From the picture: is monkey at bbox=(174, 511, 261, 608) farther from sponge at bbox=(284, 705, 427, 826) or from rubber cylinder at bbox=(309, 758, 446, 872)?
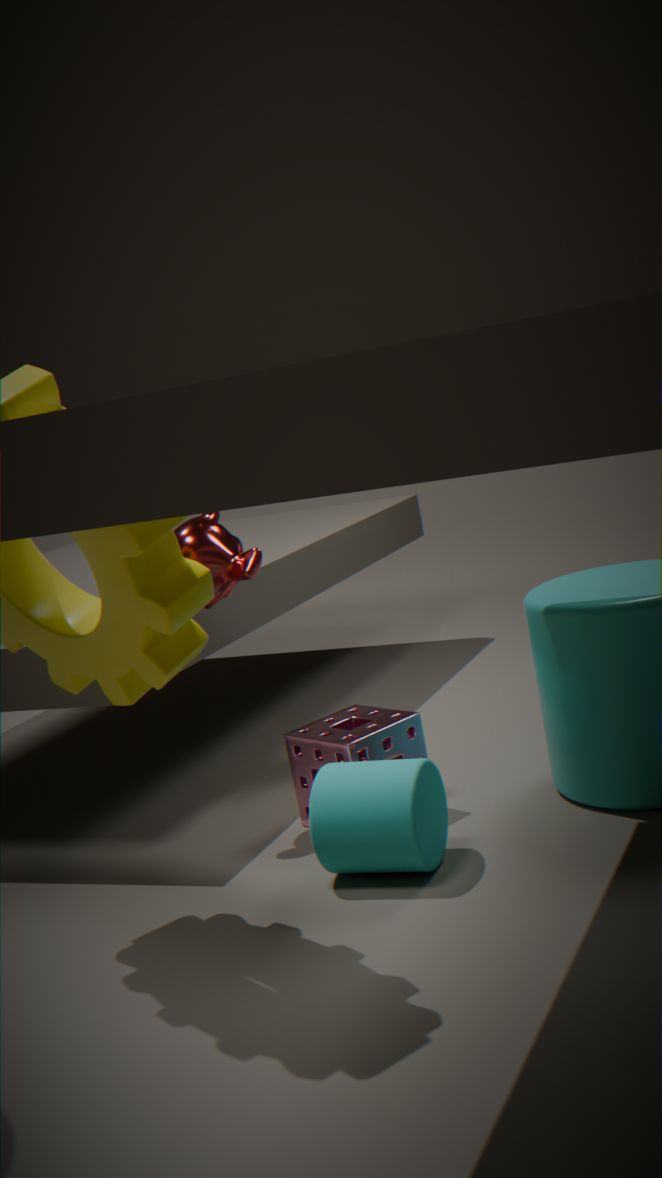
rubber cylinder at bbox=(309, 758, 446, 872)
